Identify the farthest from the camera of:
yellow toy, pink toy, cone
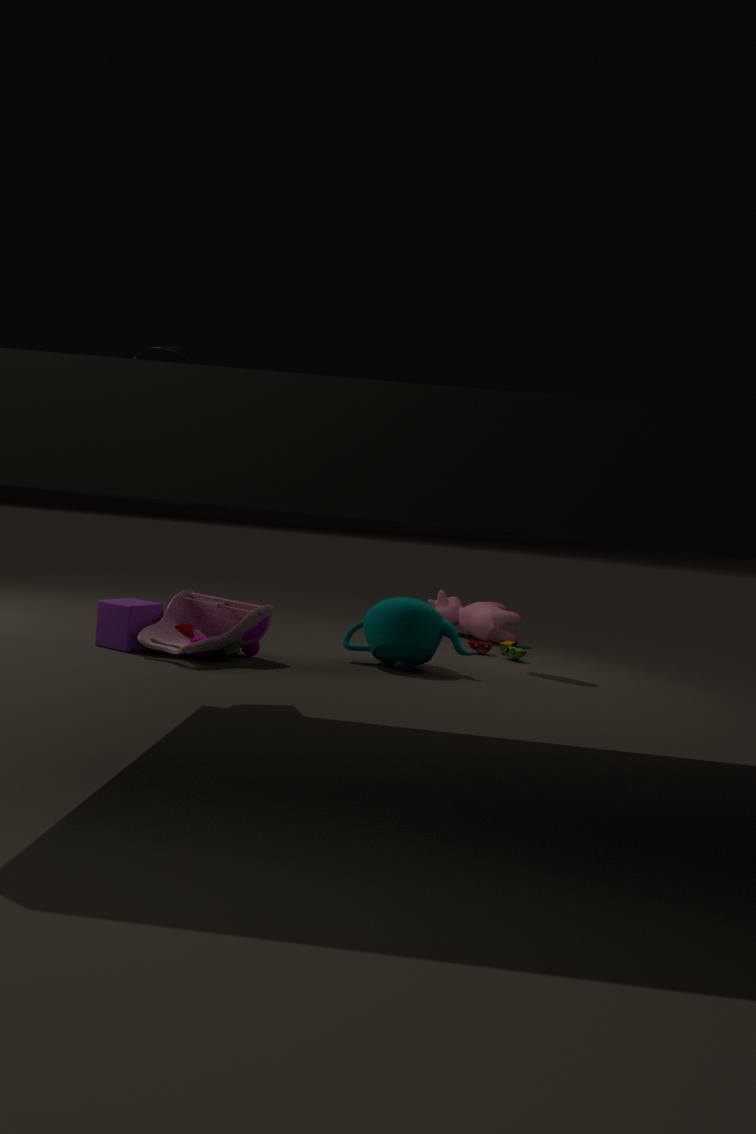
yellow toy
